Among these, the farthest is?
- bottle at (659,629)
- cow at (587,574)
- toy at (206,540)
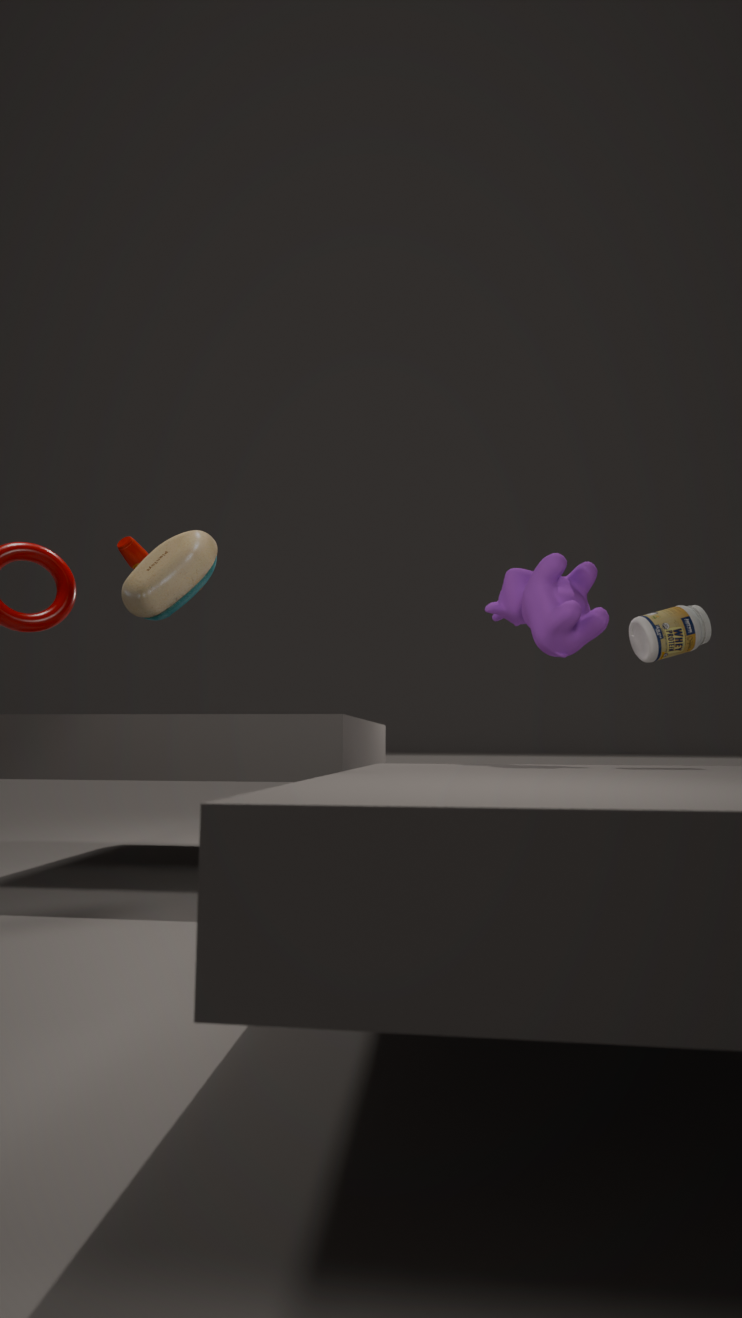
cow at (587,574)
